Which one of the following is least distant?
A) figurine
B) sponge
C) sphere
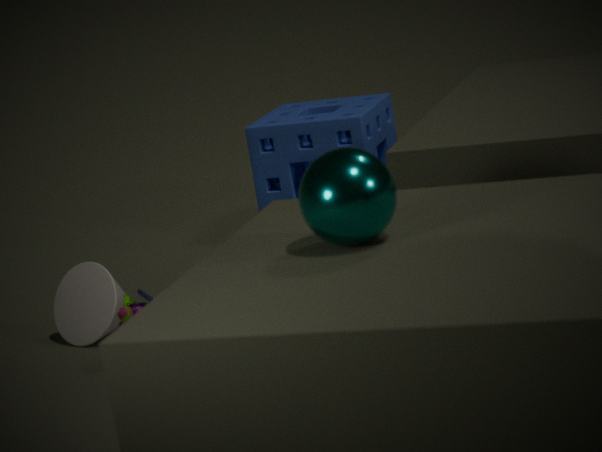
sphere
